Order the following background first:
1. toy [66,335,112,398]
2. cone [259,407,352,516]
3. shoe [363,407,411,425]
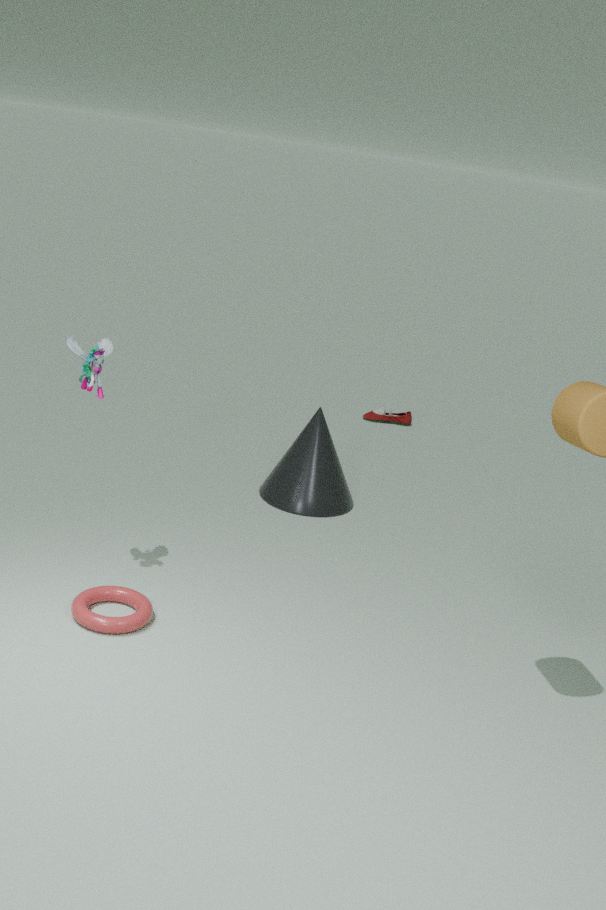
shoe [363,407,411,425] → cone [259,407,352,516] → toy [66,335,112,398]
